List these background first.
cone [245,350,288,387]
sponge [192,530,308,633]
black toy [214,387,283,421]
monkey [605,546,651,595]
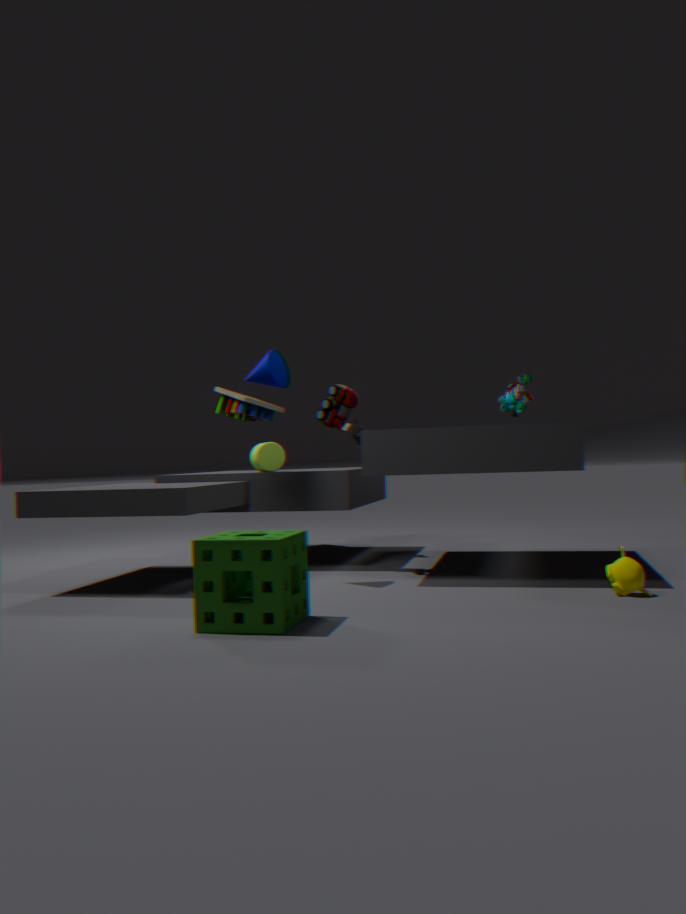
black toy [214,387,283,421] → cone [245,350,288,387] → monkey [605,546,651,595] → sponge [192,530,308,633]
